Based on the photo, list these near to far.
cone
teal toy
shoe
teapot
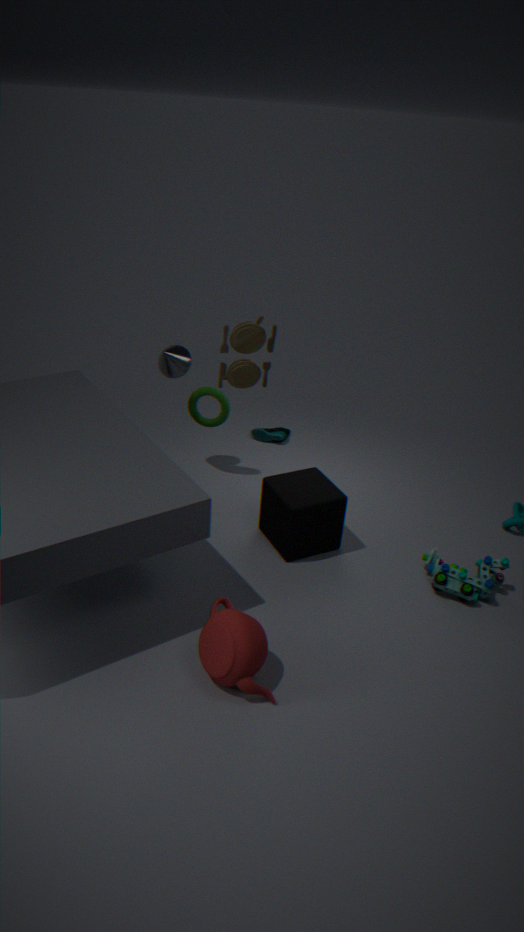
1. teapot
2. teal toy
3. cone
4. shoe
